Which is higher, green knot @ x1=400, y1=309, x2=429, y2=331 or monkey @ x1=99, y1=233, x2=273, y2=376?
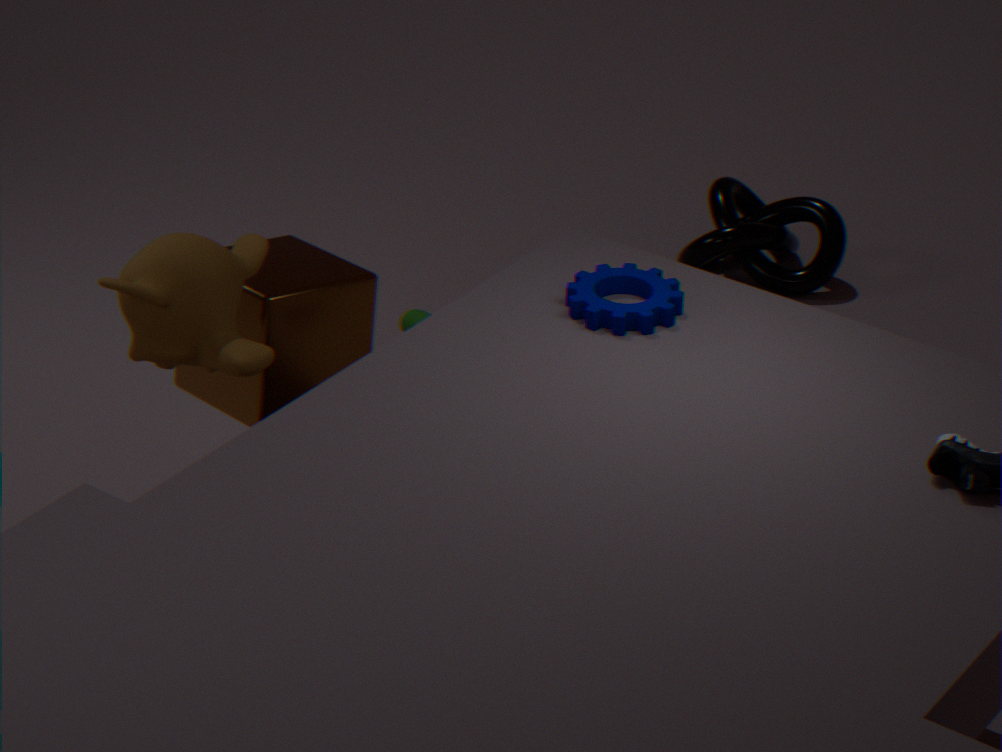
monkey @ x1=99, y1=233, x2=273, y2=376
